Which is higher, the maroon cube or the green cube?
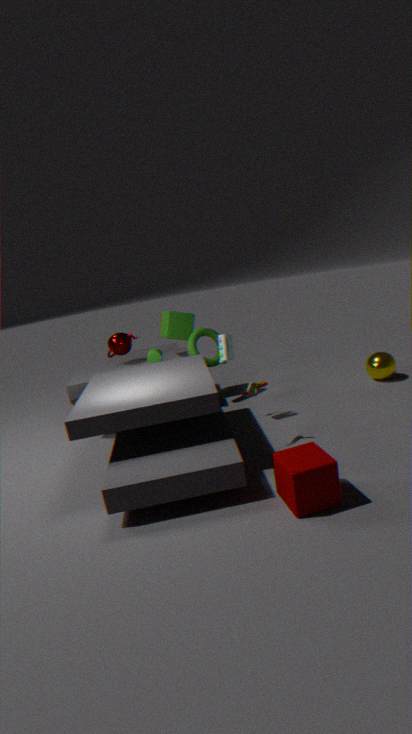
the green cube
